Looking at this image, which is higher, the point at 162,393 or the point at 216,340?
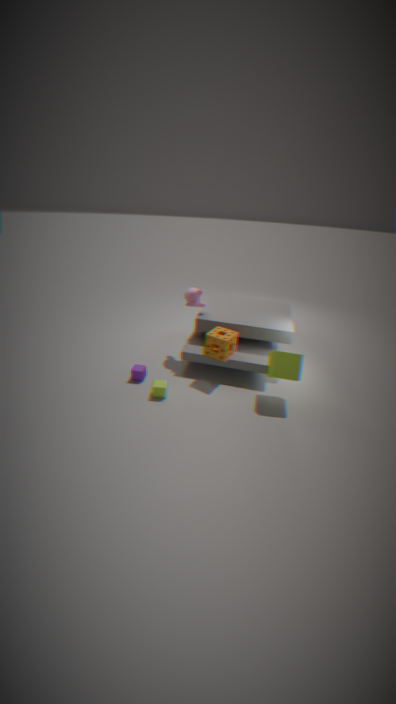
the point at 216,340
